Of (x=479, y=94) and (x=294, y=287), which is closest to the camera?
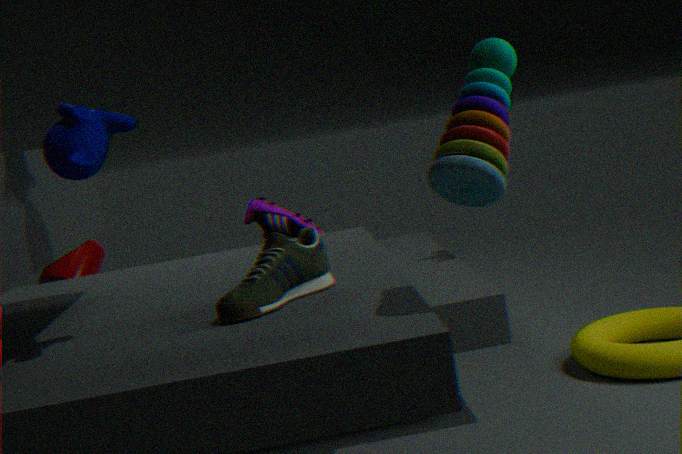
(x=479, y=94)
